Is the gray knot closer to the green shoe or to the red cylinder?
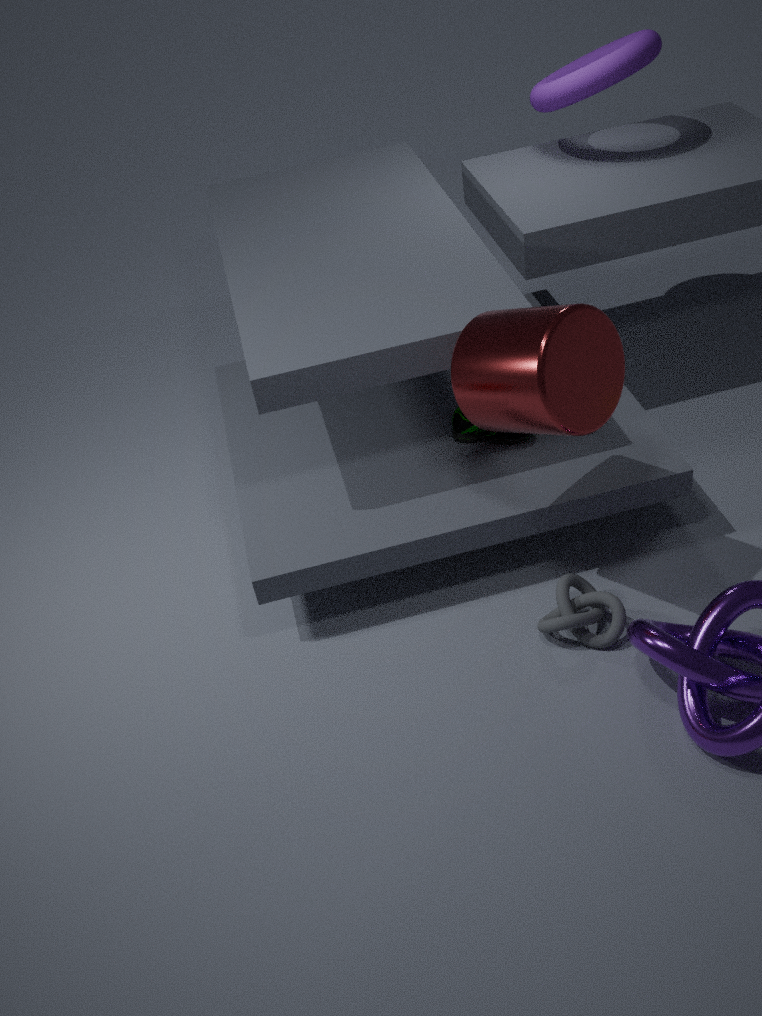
the red cylinder
